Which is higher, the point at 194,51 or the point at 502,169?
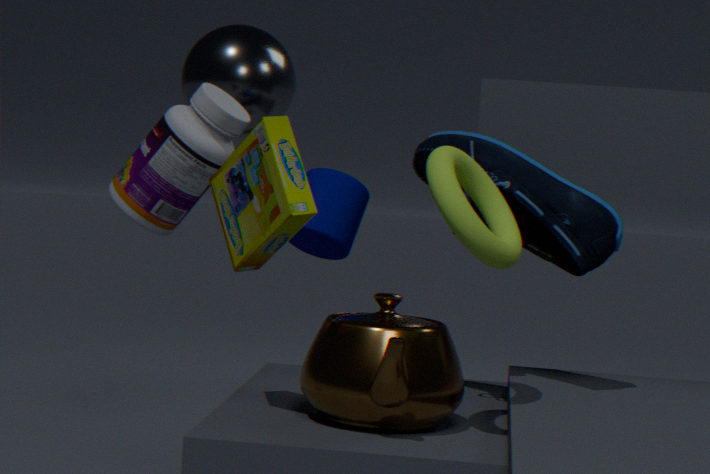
the point at 194,51
